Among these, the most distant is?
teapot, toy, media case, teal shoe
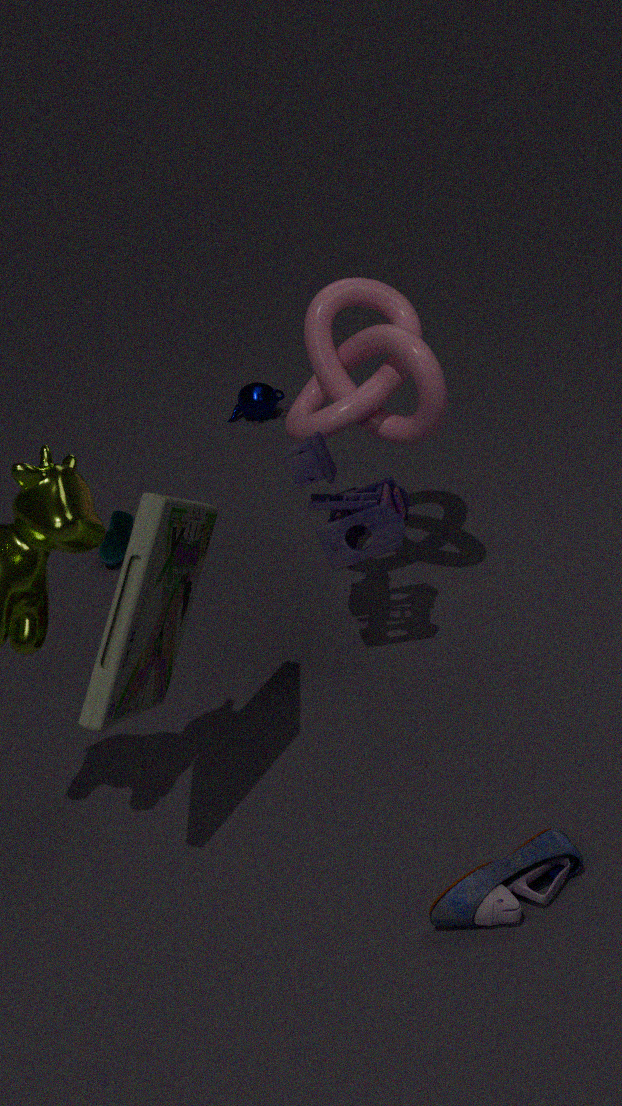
teapot
